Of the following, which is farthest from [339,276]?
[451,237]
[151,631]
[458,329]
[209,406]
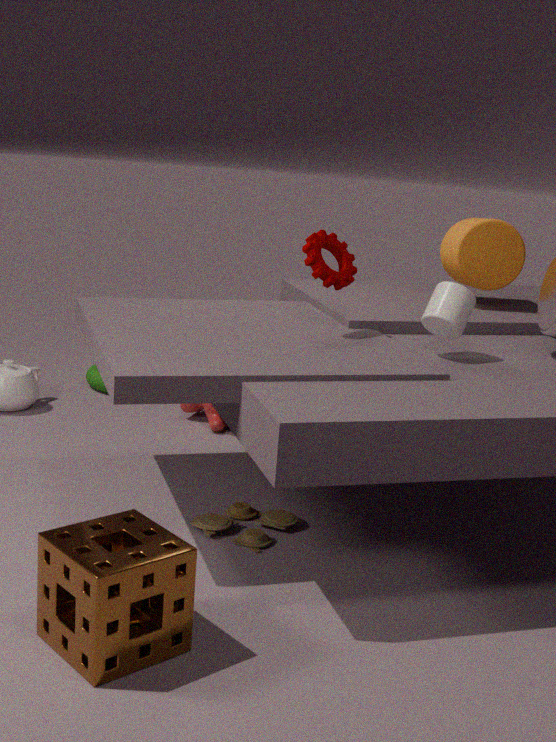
[151,631]
